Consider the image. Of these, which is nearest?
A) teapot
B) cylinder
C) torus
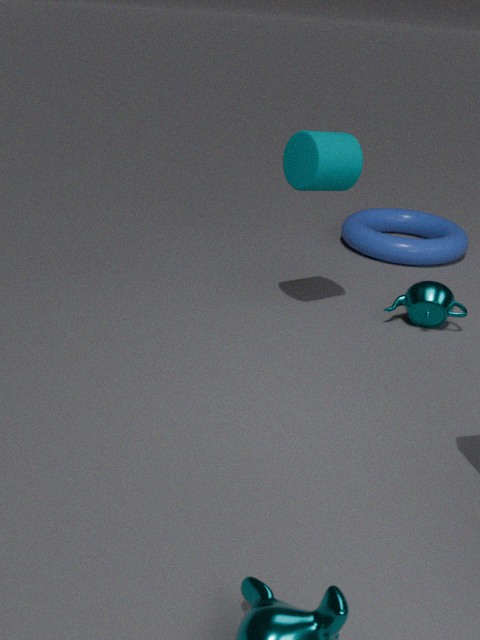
cylinder
